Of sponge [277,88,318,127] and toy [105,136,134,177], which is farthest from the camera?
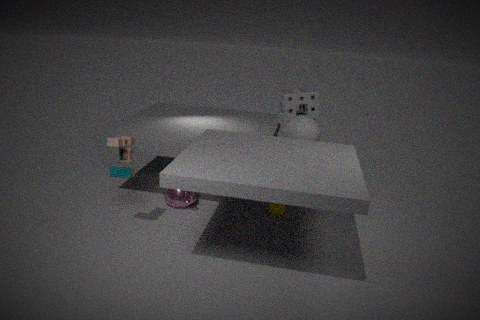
sponge [277,88,318,127]
